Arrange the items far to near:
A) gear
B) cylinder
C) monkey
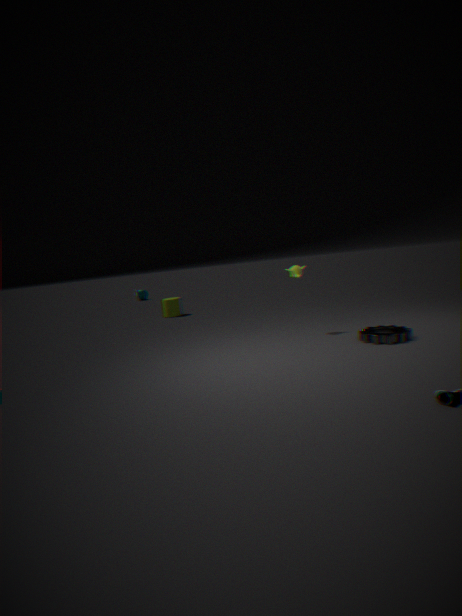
cylinder < monkey < gear
